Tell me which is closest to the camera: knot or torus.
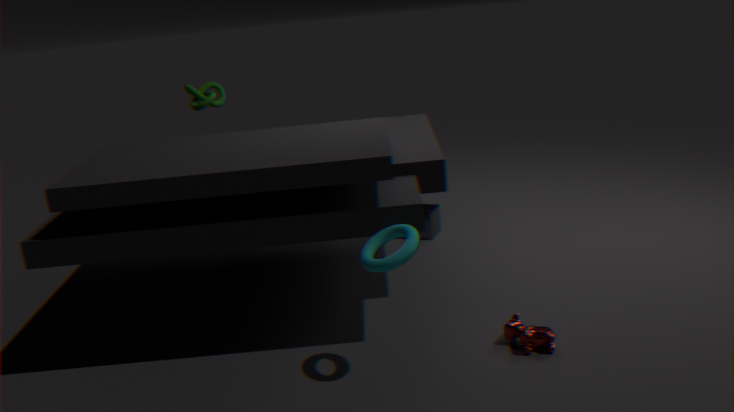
torus
